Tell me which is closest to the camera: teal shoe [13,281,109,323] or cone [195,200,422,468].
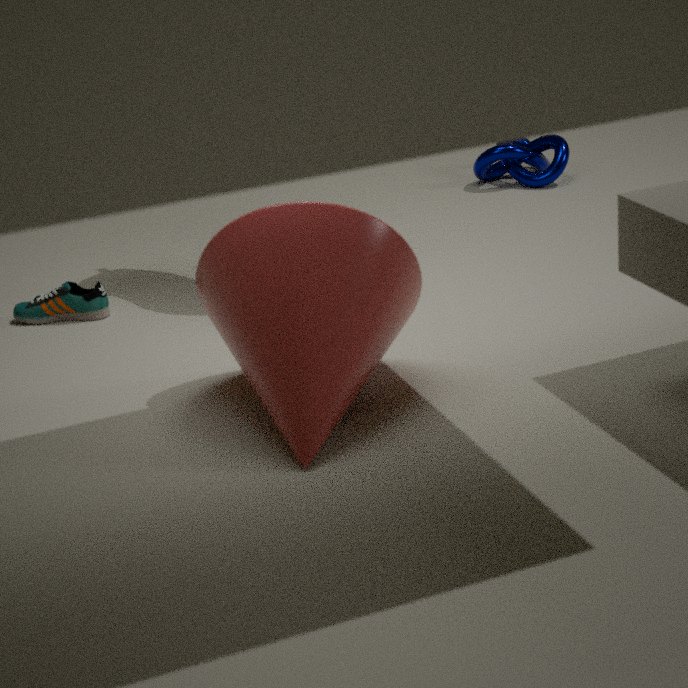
cone [195,200,422,468]
